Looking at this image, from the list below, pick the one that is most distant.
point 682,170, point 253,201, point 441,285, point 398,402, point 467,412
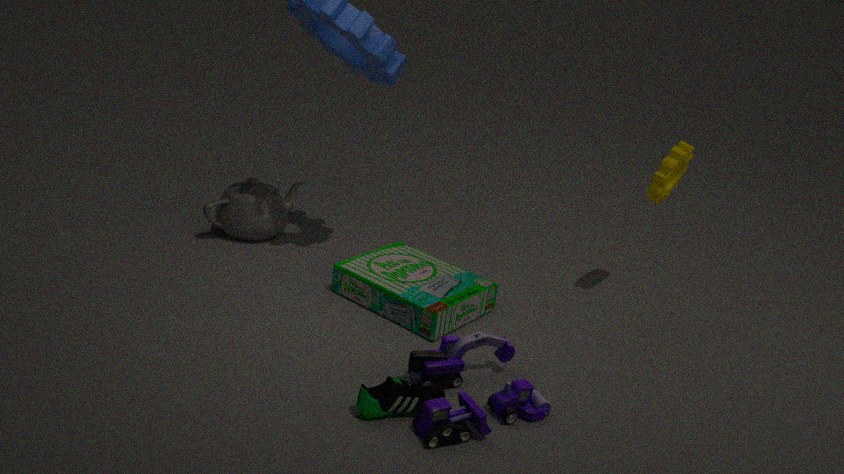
point 253,201
